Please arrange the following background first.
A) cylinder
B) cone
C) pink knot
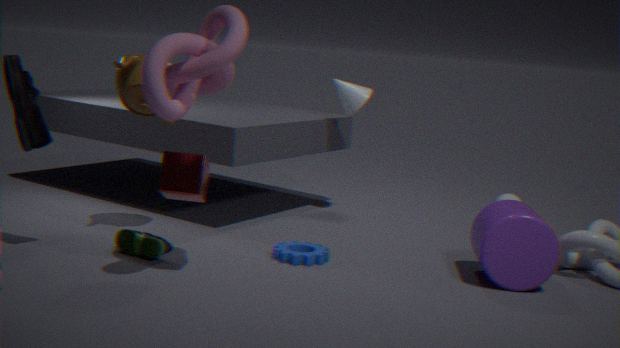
cone < cylinder < pink knot
